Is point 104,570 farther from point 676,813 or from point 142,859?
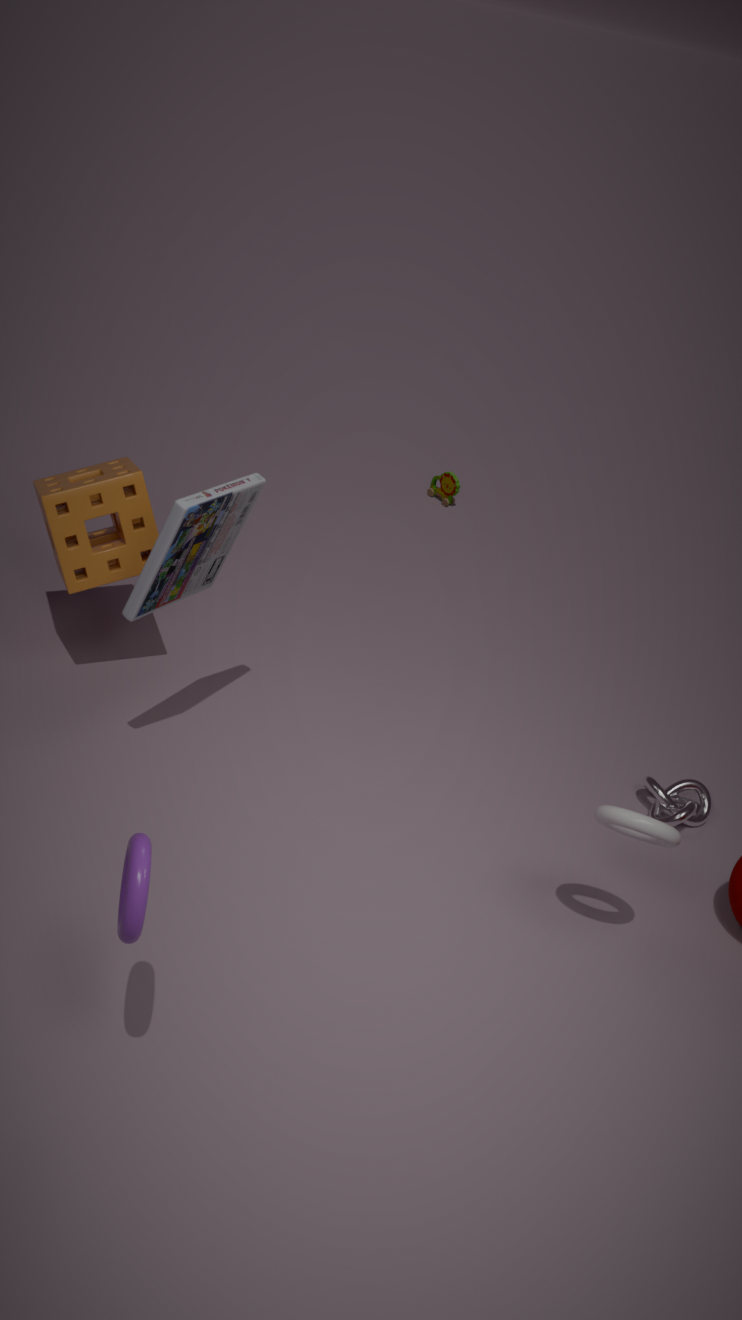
point 676,813
